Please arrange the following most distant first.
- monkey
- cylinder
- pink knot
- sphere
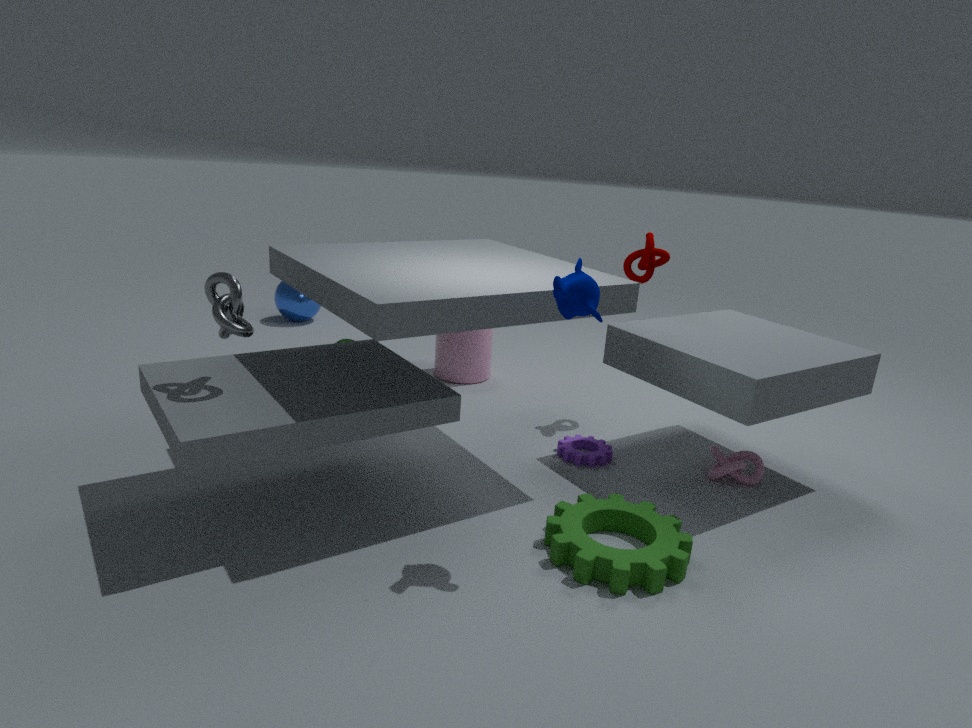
1. sphere
2. cylinder
3. pink knot
4. monkey
